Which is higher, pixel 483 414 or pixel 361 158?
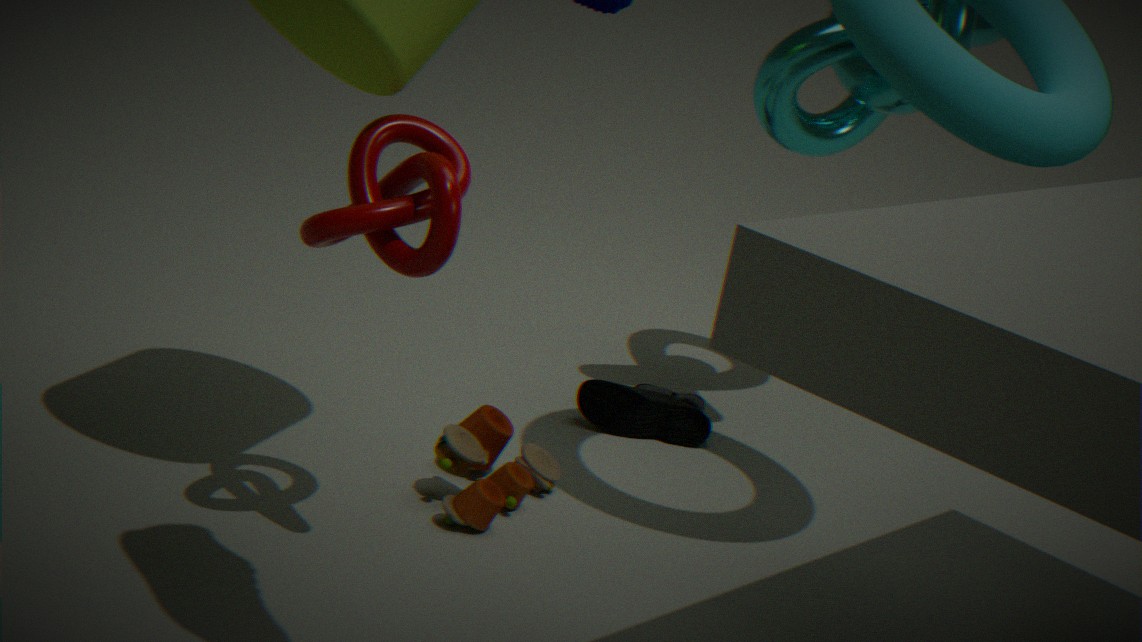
pixel 361 158
